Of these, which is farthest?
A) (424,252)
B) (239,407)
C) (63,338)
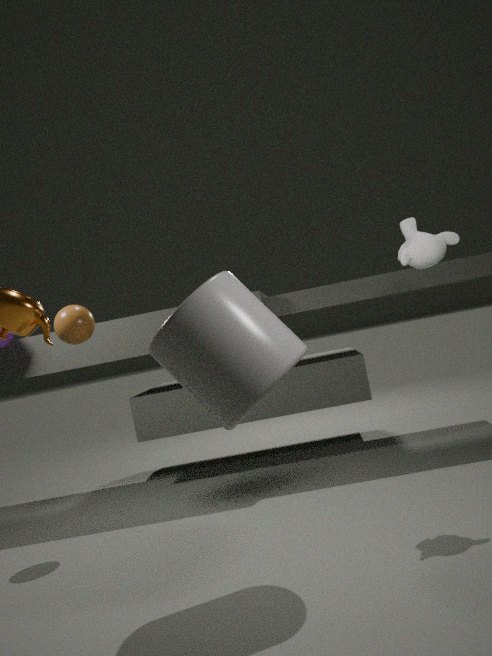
(63,338)
